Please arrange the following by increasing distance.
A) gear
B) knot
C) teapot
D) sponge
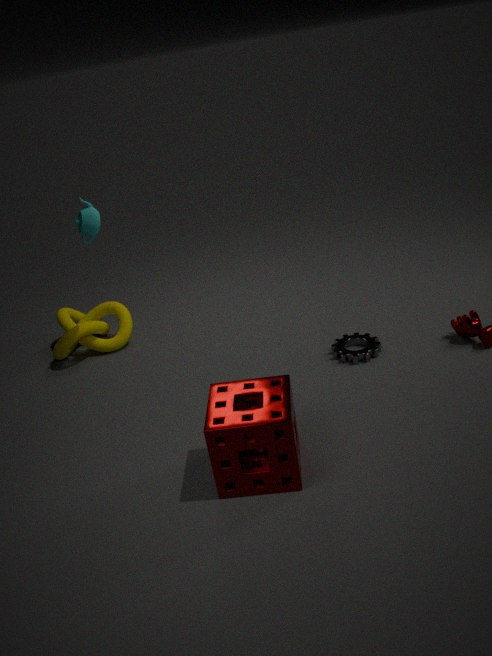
1. sponge
2. gear
3. teapot
4. knot
